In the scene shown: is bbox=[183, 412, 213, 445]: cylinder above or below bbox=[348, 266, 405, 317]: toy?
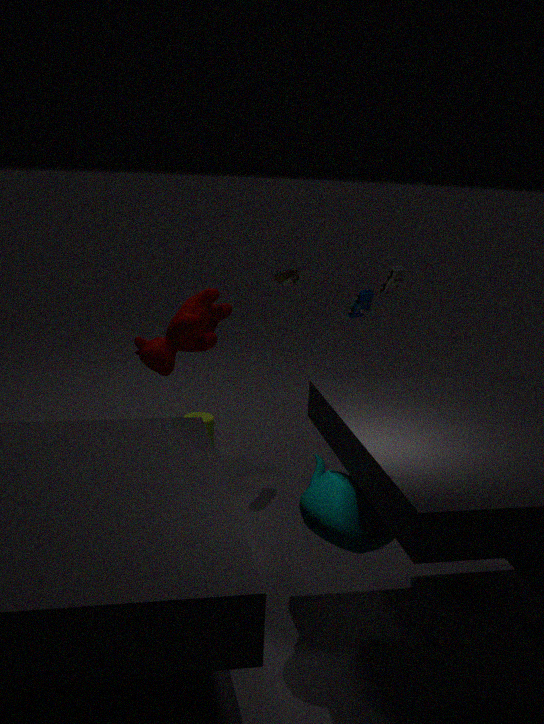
below
